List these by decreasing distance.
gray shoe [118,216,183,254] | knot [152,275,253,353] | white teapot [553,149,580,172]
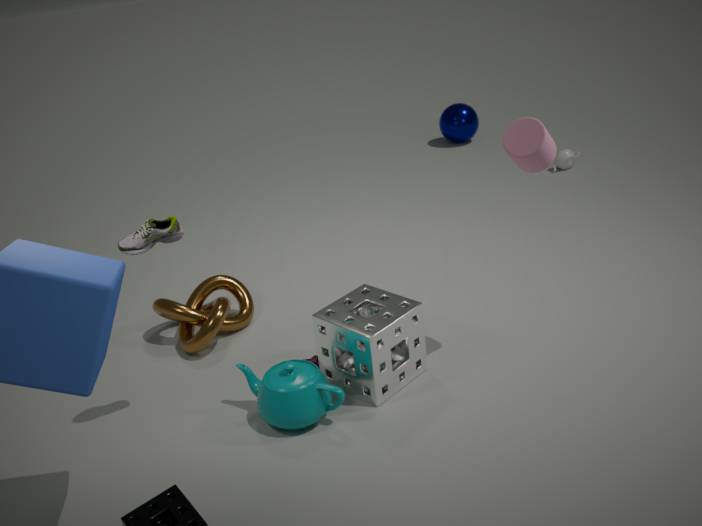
white teapot [553,149,580,172] → knot [152,275,253,353] → gray shoe [118,216,183,254]
